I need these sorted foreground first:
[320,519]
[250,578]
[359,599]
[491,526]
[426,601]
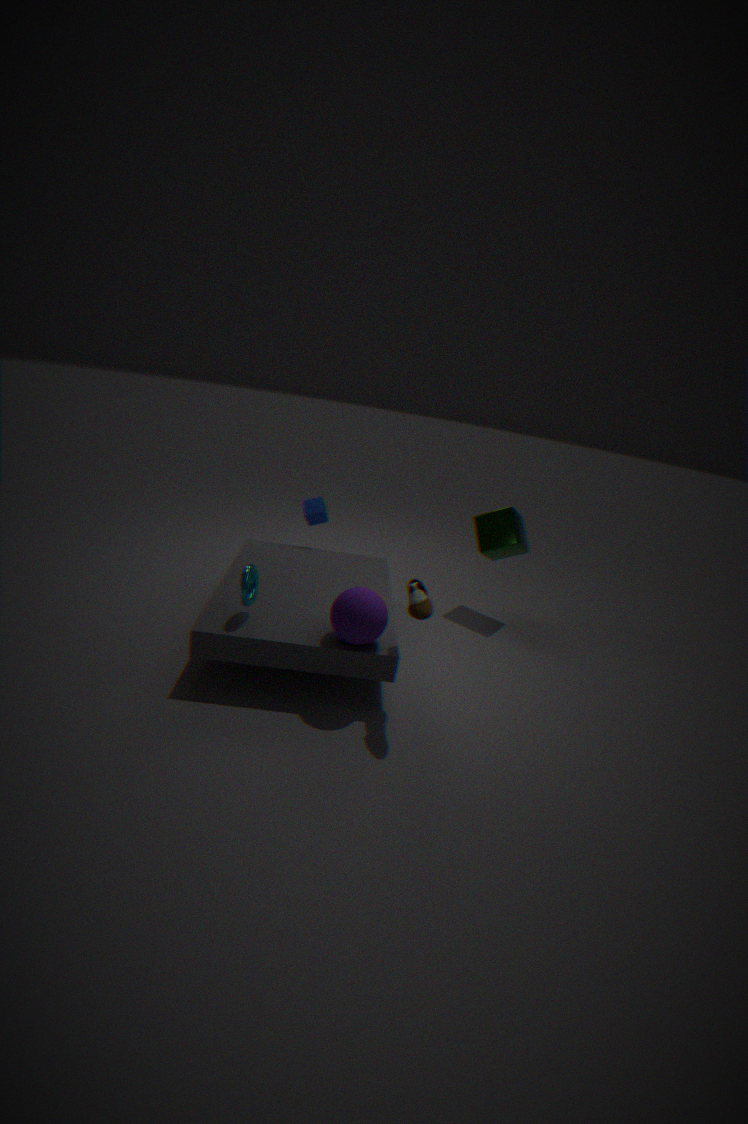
[426,601], [359,599], [250,578], [491,526], [320,519]
